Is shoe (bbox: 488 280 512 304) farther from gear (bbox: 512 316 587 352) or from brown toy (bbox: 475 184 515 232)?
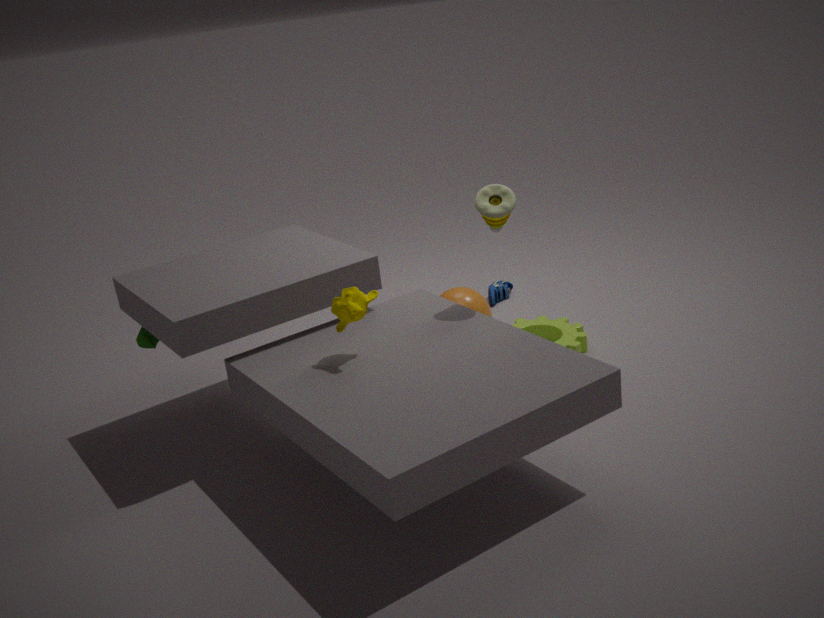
brown toy (bbox: 475 184 515 232)
